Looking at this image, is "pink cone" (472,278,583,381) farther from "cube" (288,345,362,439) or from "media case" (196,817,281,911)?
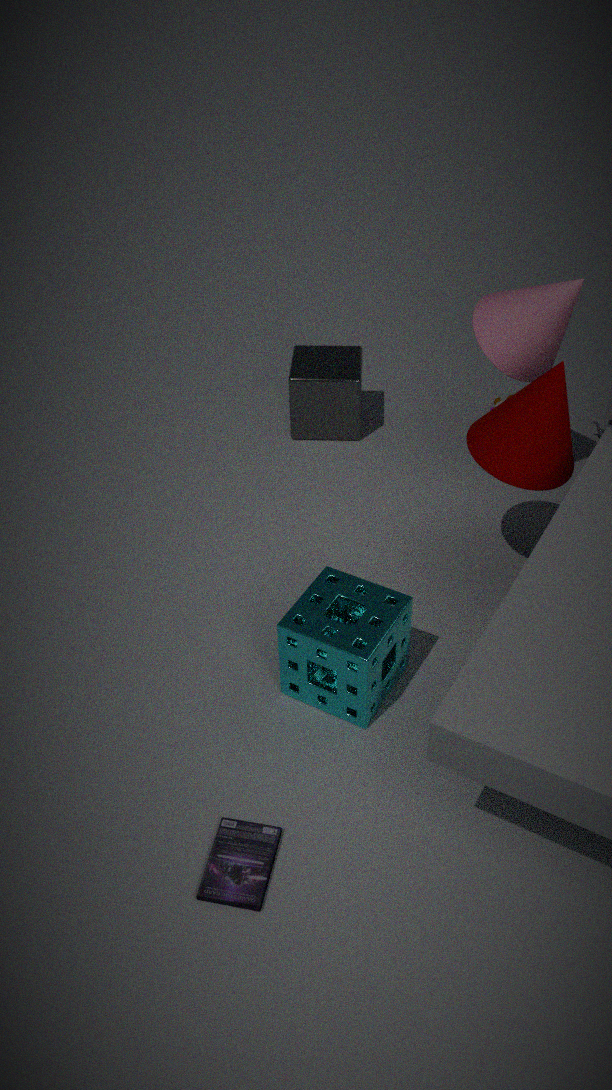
"media case" (196,817,281,911)
